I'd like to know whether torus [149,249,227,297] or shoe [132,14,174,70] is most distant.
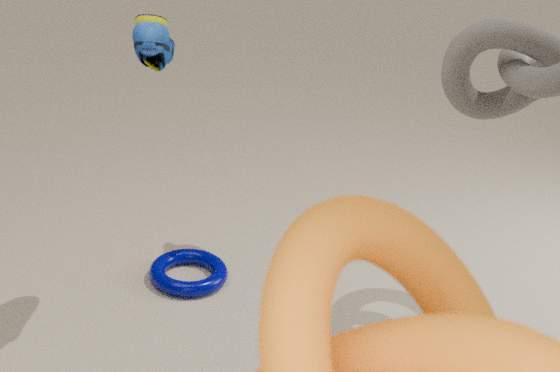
torus [149,249,227,297]
